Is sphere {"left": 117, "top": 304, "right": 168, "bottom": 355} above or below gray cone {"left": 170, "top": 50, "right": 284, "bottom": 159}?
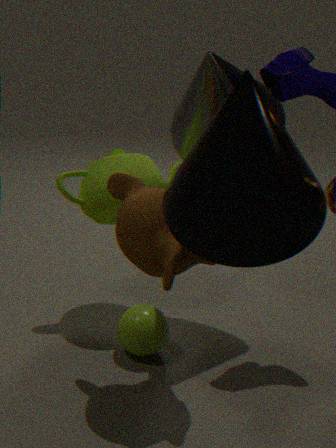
below
